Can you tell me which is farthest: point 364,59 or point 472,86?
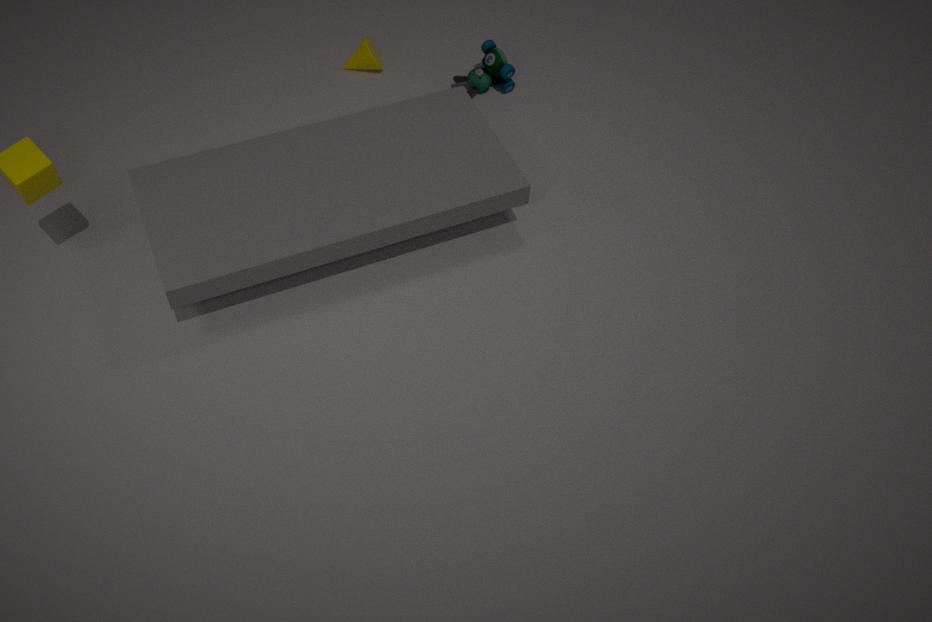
point 364,59
